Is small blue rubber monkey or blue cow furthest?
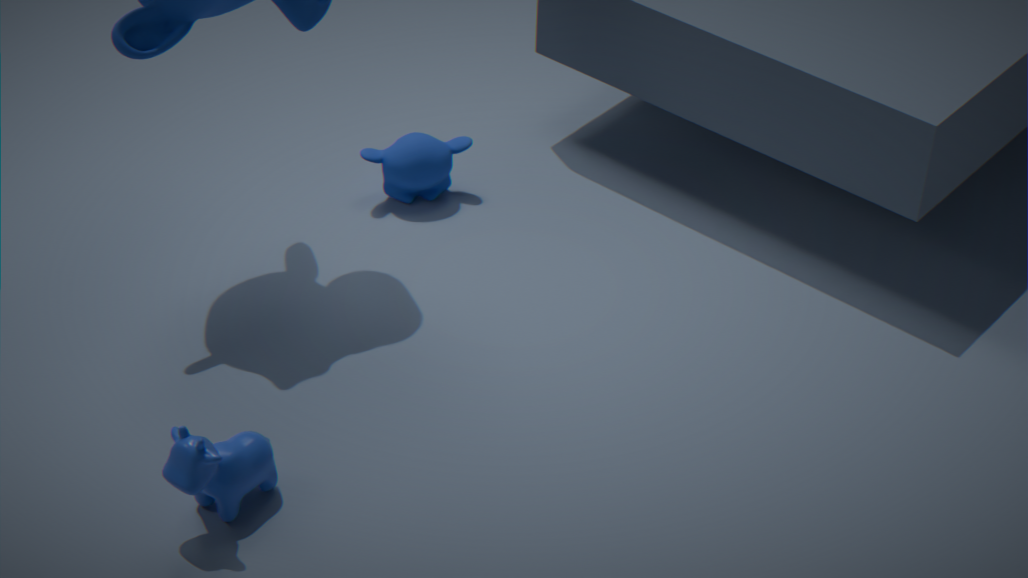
small blue rubber monkey
